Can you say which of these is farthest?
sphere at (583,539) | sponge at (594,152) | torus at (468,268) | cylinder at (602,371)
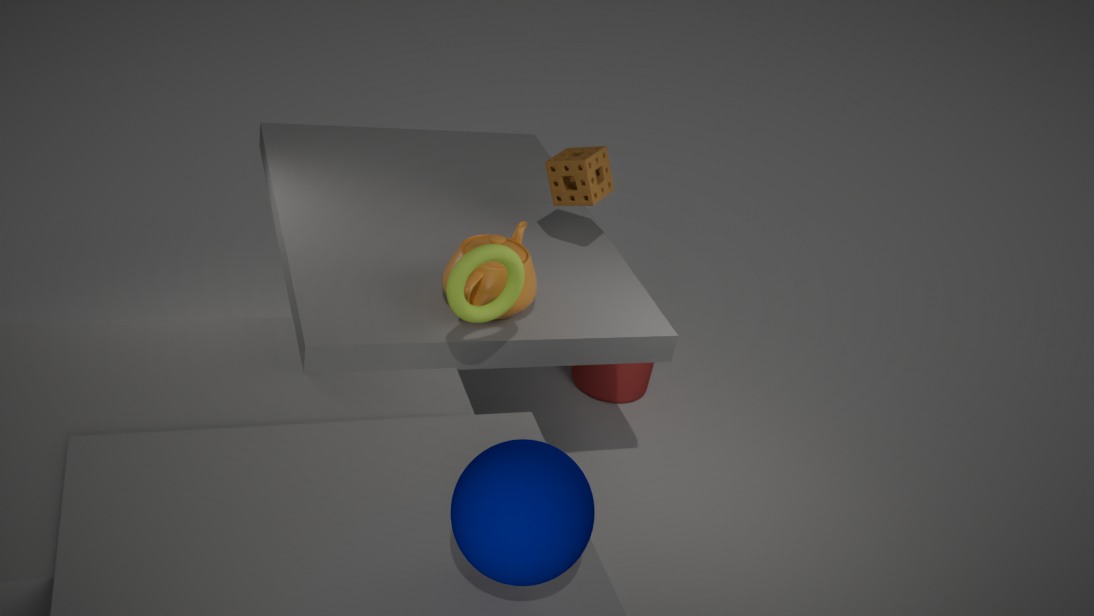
cylinder at (602,371)
